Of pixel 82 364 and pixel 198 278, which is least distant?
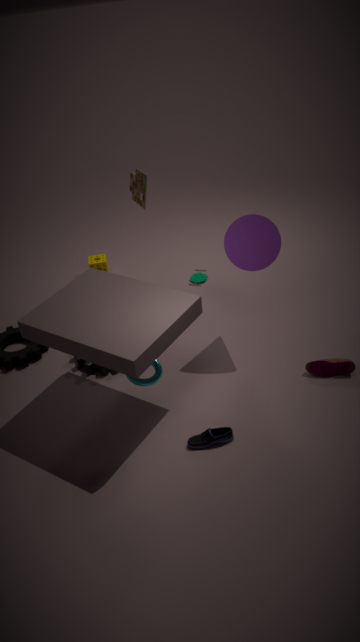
pixel 82 364
